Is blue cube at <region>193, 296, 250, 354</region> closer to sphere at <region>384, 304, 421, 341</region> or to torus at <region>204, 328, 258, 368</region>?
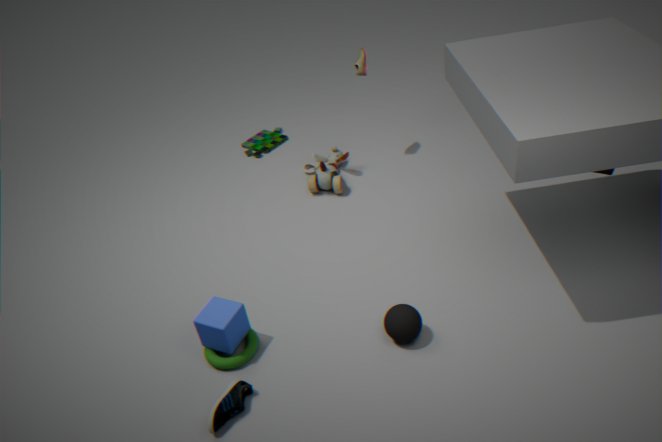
torus at <region>204, 328, 258, 368</region>
